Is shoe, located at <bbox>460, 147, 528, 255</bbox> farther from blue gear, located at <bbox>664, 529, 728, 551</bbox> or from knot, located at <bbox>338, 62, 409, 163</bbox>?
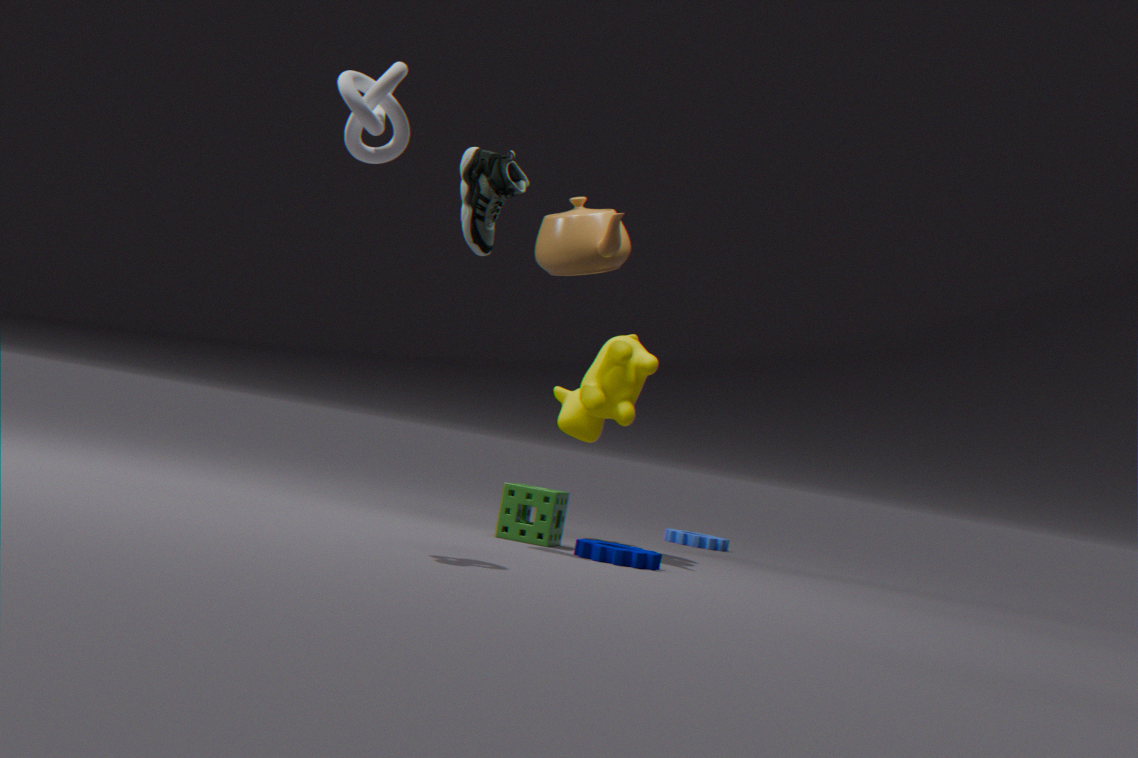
blue gear, located at <bbox>664, 529, 728, 551</bbox>
